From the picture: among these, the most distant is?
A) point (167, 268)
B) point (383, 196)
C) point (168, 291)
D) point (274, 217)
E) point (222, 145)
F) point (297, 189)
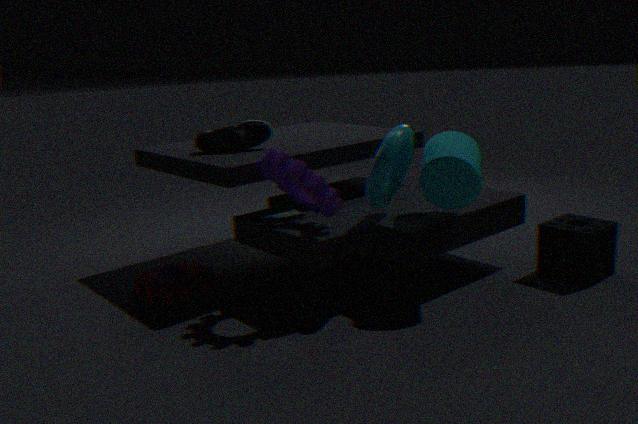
point (222, 145)
